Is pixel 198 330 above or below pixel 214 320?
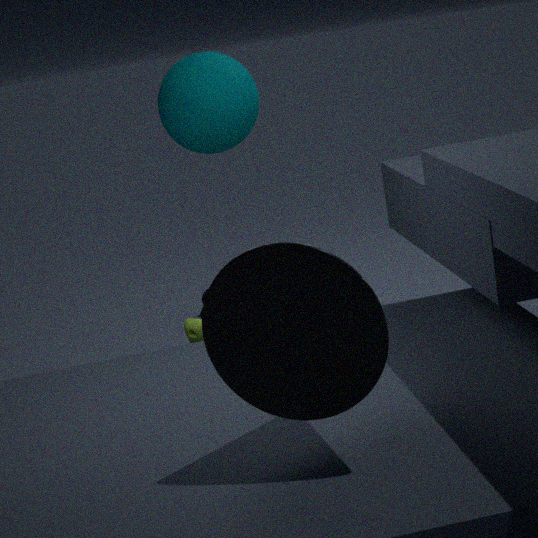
below
